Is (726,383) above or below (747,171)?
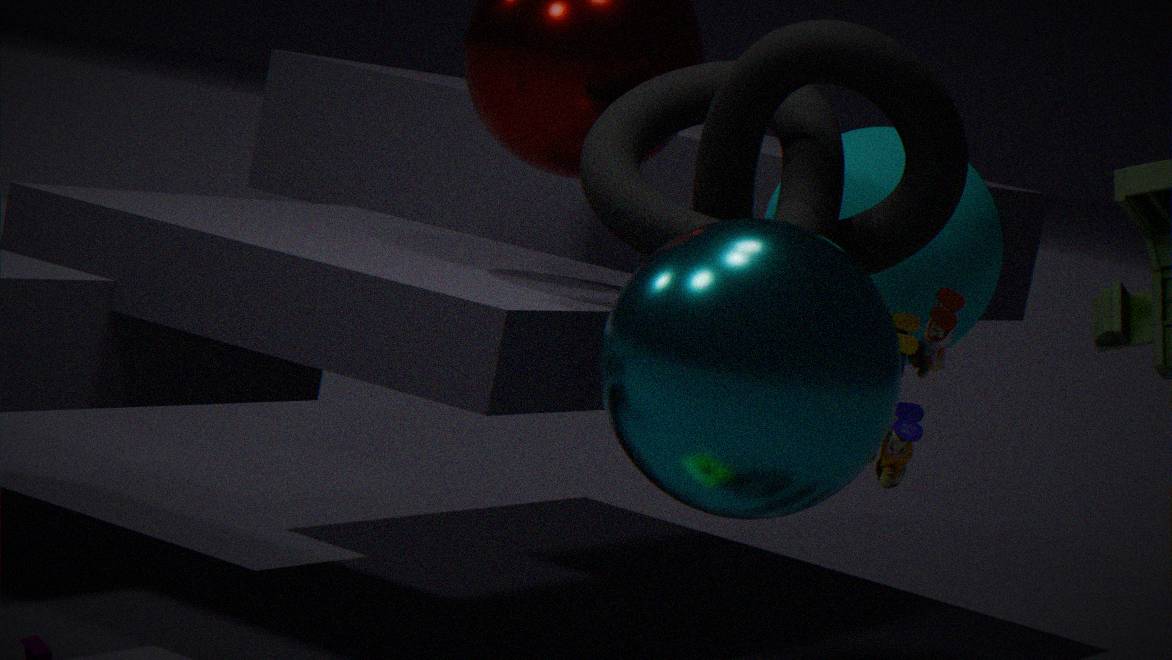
below
